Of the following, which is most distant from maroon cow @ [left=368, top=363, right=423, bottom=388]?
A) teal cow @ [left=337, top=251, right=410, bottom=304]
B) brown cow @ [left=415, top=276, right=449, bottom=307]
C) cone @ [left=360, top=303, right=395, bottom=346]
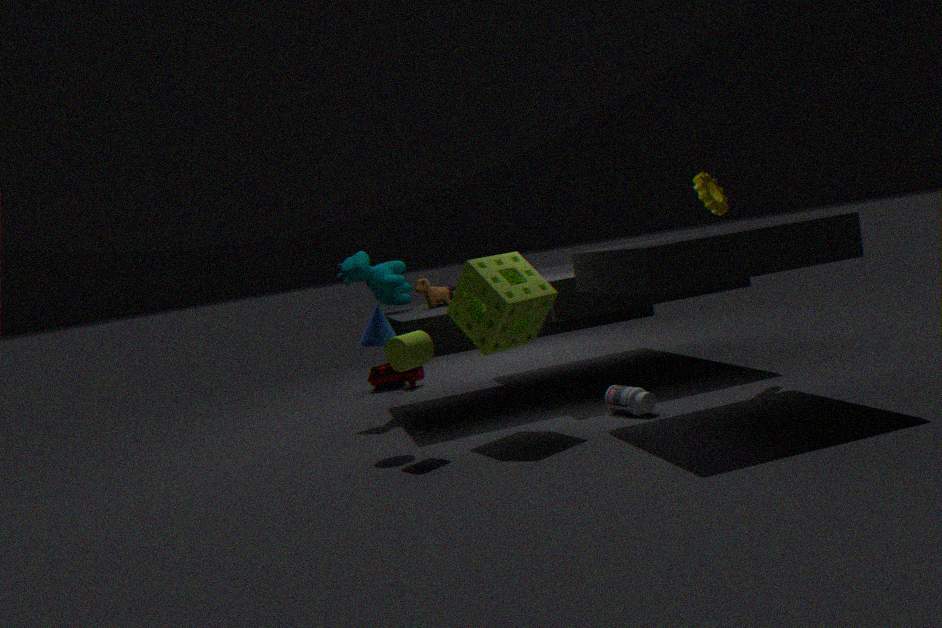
cone @ [left=360, top=303, right=395, bottom=346]
